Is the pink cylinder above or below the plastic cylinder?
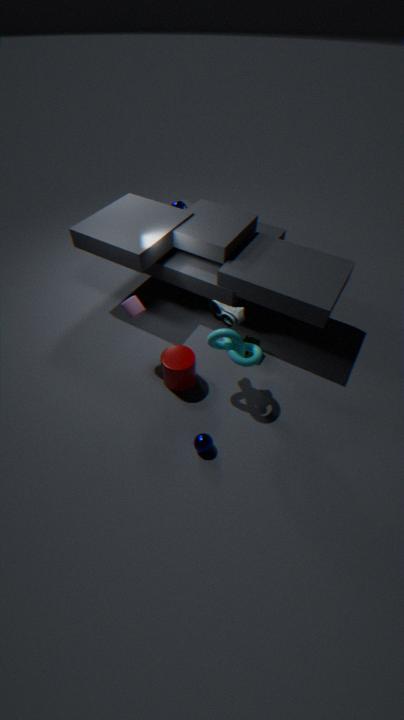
above
